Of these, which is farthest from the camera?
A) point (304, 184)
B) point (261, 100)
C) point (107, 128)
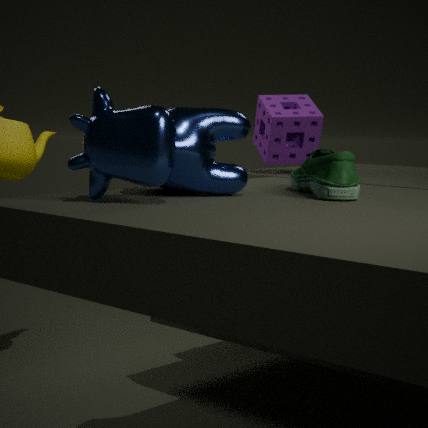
point (261, 100)
